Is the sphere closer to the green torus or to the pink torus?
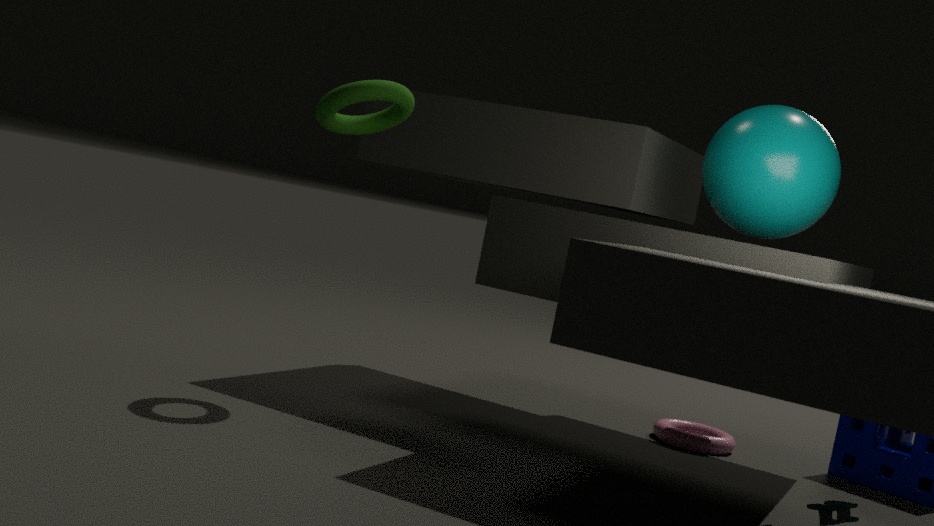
the pink torus
